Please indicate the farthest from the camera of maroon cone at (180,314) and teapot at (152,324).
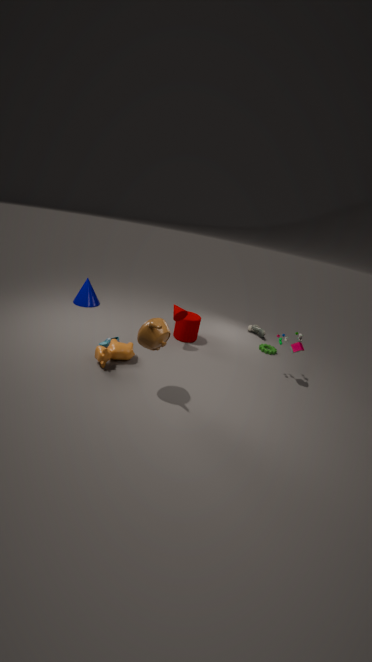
maroon cone at (180,314)
